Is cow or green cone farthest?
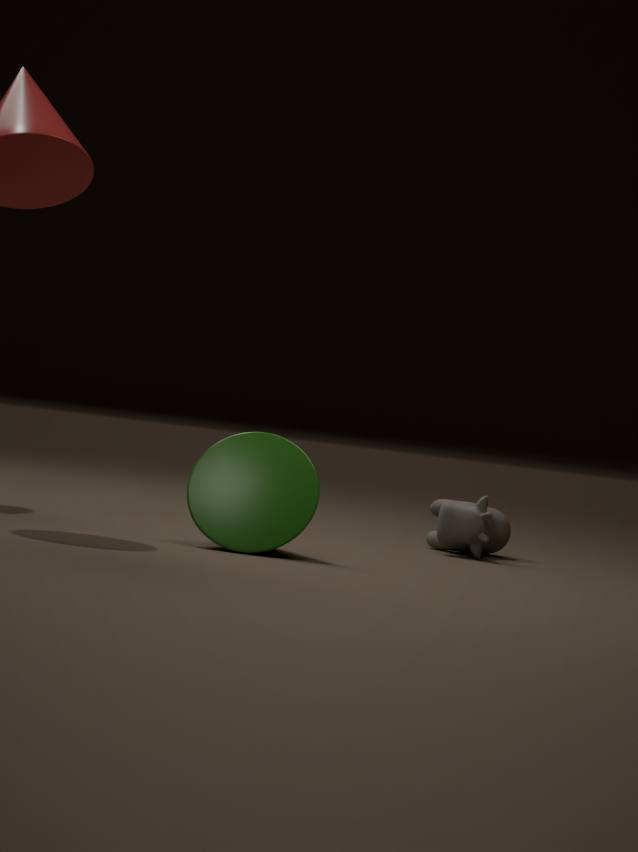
cow
